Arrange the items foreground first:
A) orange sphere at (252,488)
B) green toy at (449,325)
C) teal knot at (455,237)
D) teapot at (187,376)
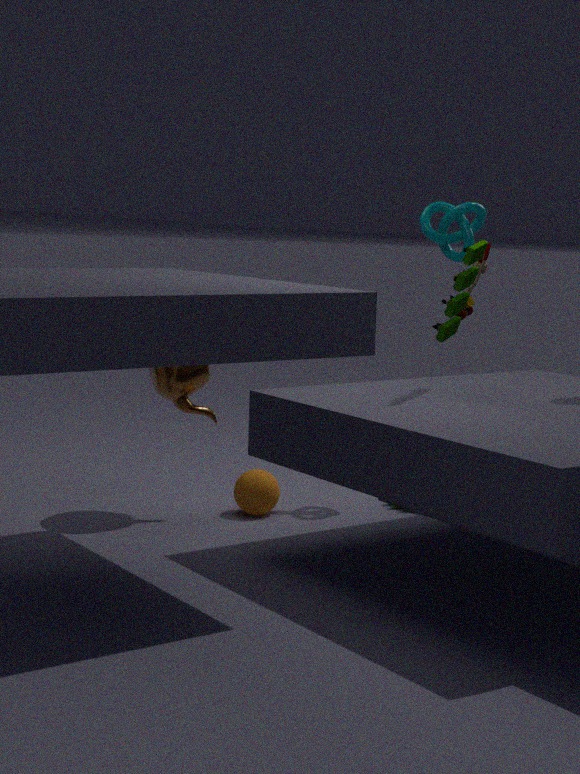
green toy at (449,325), teapot at (187,376), orange sphere at (252,488), teal knot at (455,237)
